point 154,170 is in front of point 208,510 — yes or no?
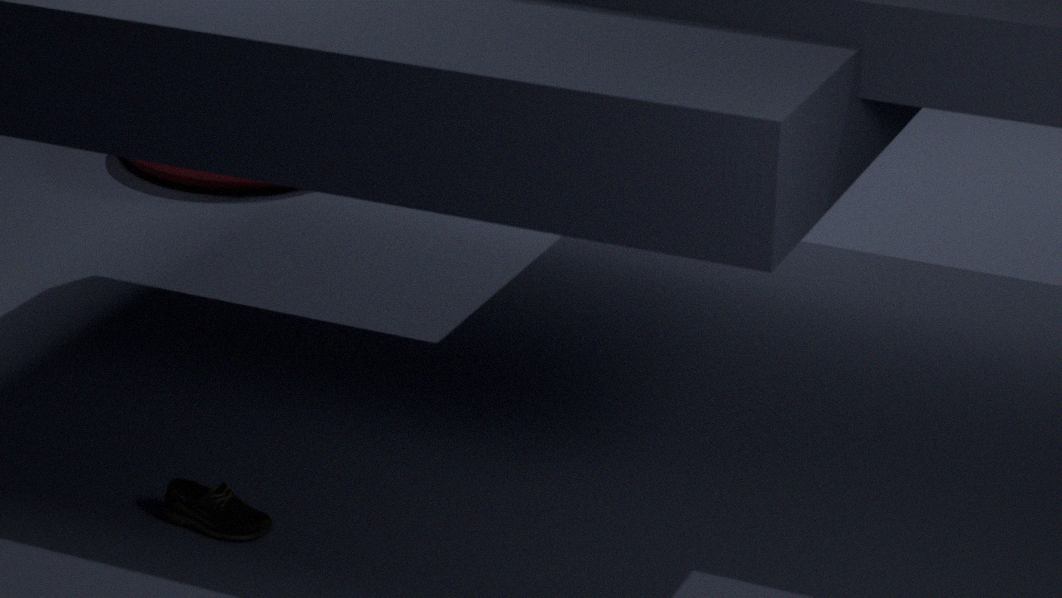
No
